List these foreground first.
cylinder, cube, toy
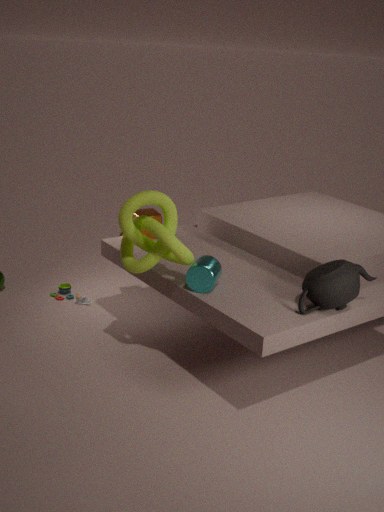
cylinder < cube < toy
